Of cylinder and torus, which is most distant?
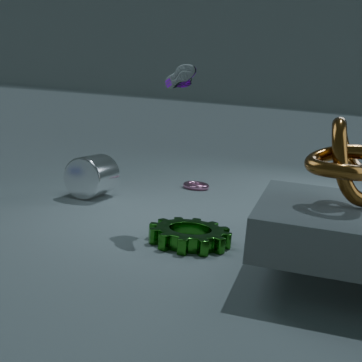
torus
